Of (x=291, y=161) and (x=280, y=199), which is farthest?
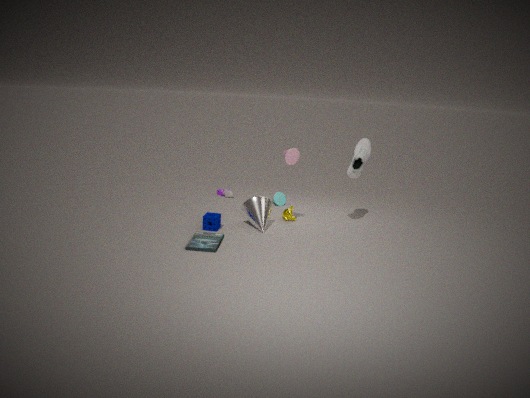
(x=280, y=199)
